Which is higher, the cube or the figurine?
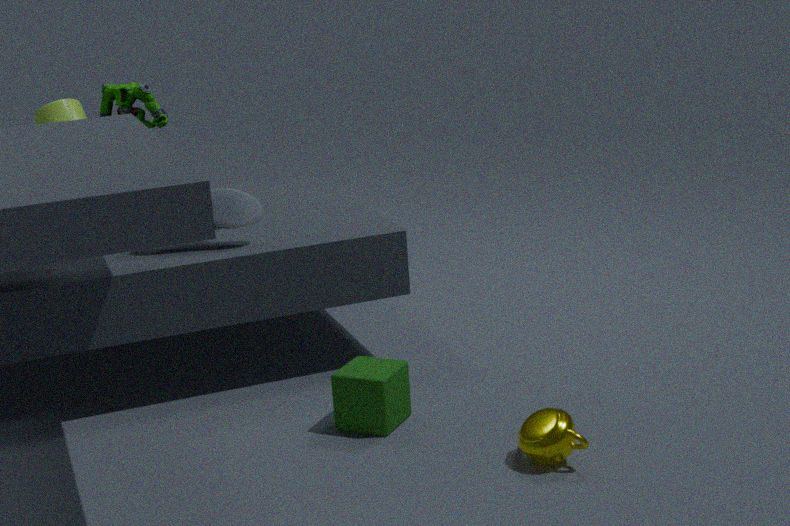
the figurine
